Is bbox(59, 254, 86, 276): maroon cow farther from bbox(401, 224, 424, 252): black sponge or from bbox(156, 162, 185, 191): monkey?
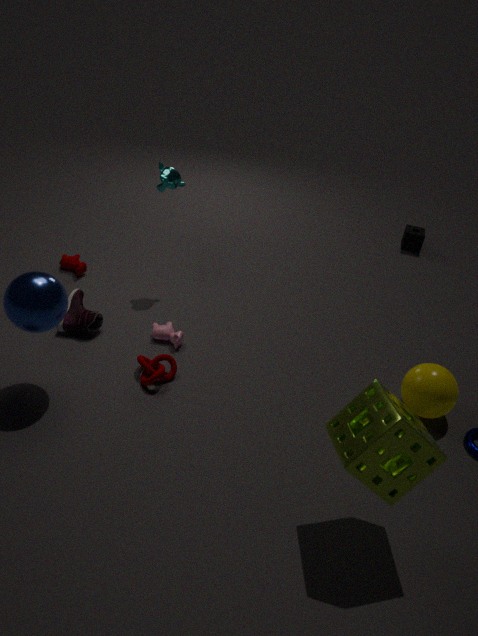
bbox(401, 224, 424, 252): black sponge
